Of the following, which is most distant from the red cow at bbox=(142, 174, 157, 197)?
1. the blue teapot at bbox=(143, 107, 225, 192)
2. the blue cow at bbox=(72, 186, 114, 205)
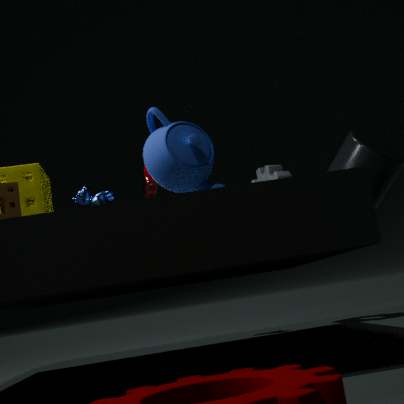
the blue teapot at bbox=(143, 107, 225, 192)
